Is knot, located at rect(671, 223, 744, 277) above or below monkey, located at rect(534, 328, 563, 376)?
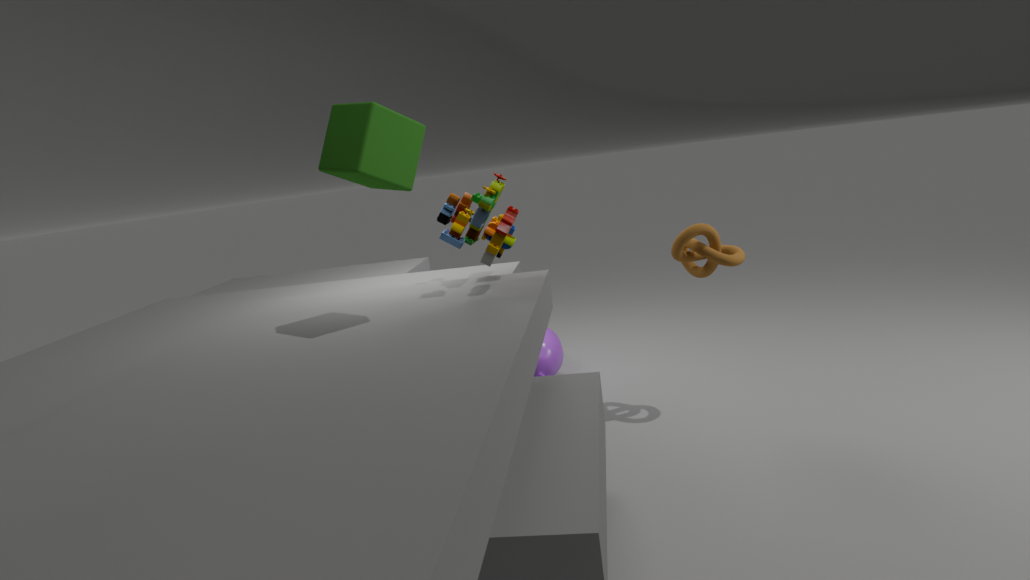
above
